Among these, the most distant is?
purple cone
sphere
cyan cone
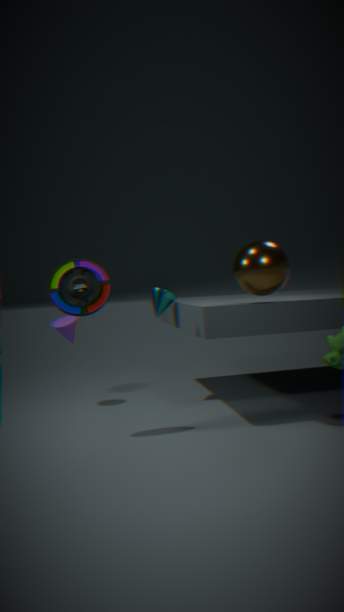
purple cone
